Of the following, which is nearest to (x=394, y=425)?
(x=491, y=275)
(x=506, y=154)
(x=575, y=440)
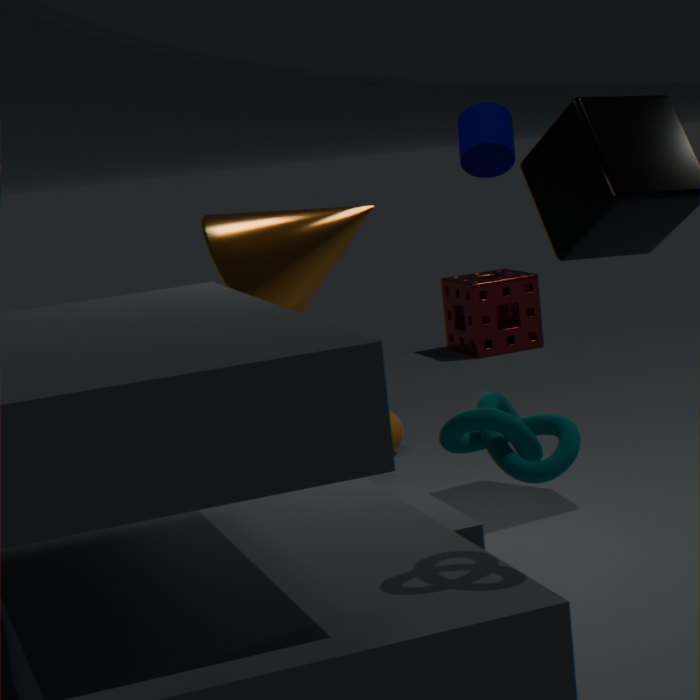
(x=506, y=154)
